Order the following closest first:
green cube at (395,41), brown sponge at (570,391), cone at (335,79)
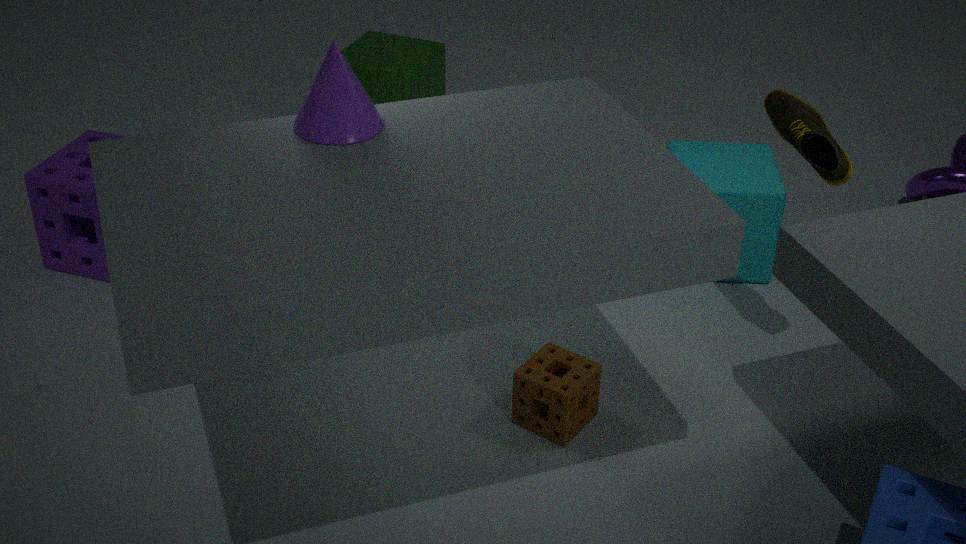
cone at (335,79), brown sponge at (570,391), green cube at (395,41)
